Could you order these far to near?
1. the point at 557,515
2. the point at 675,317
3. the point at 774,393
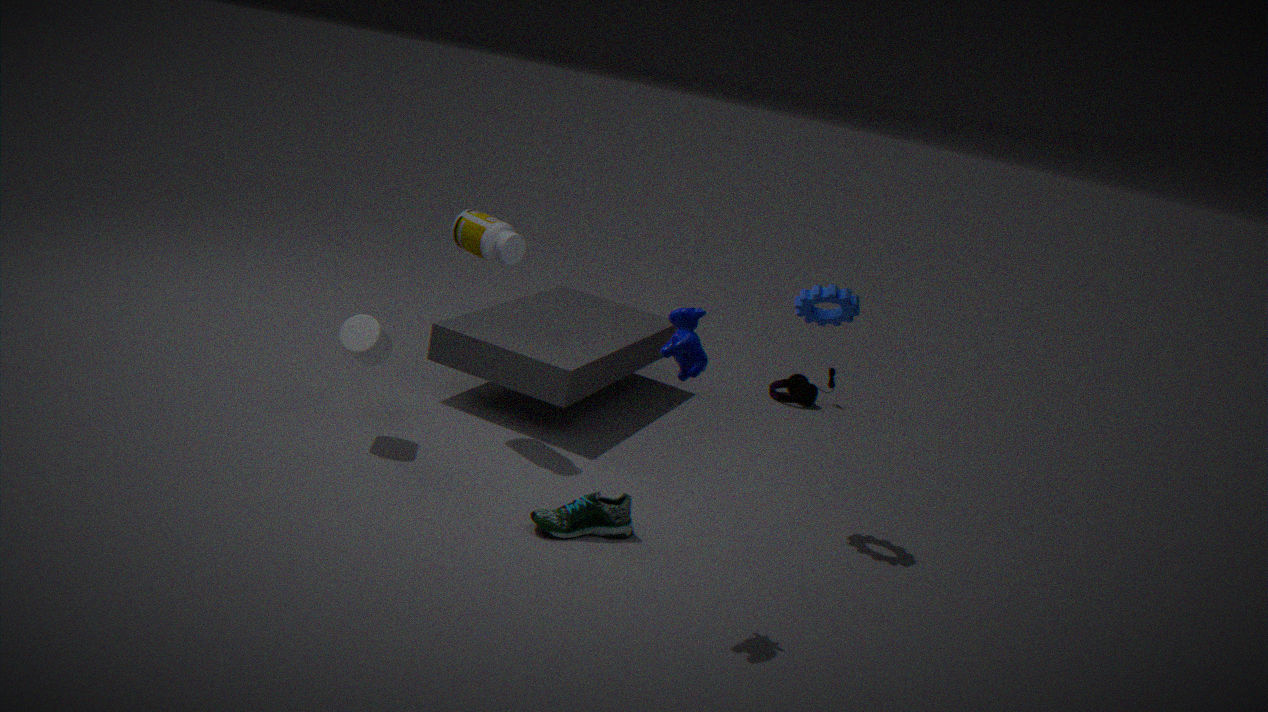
the point at 774,393, the point at 557,515, the point at 675,317
